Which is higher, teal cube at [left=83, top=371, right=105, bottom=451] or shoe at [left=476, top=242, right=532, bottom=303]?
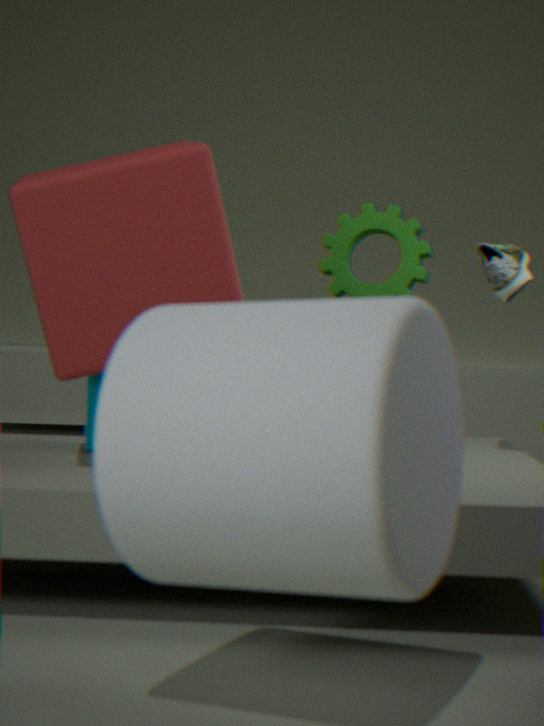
shoe at [left=476, top=242, right=532, bottom=303]
